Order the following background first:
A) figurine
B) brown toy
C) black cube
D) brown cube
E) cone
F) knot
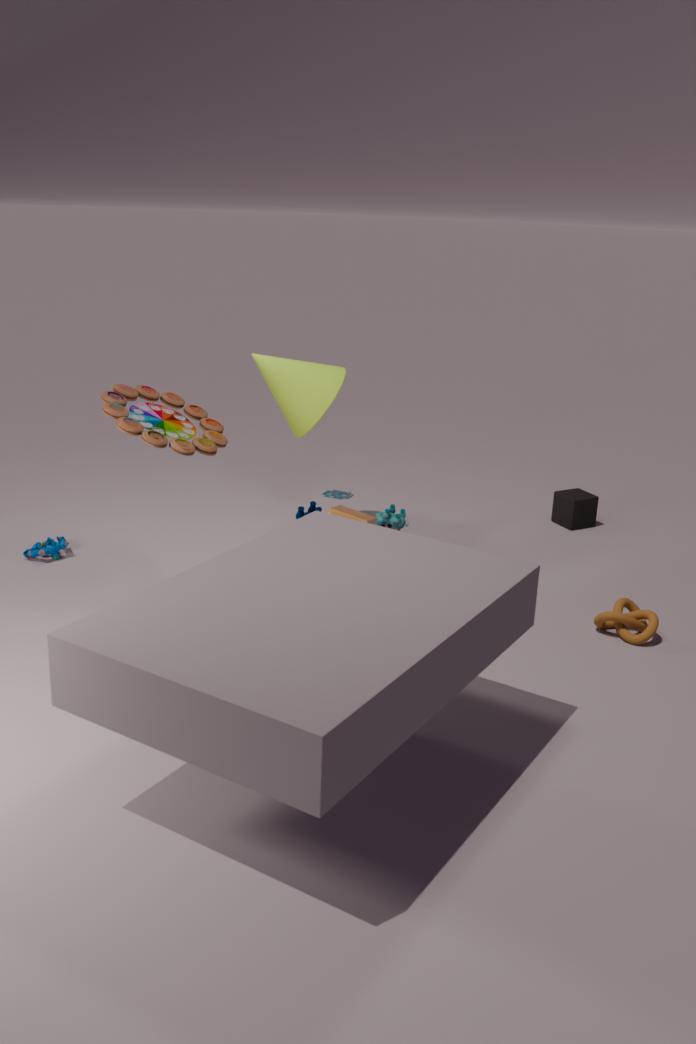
1. black cube
2. cone
3. figurine
4. knot
5. brown cube
6. brown toy
